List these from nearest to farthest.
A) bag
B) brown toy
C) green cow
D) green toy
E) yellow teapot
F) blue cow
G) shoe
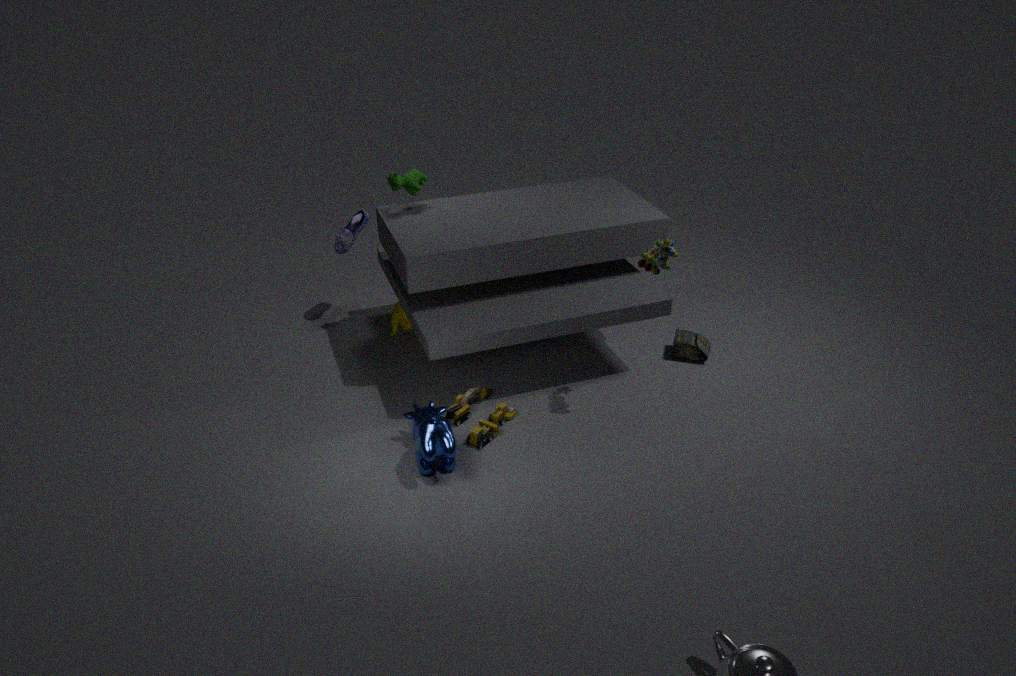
blue cow < green toy < brown toy < green cow < bag < yellow teapot < shoe
